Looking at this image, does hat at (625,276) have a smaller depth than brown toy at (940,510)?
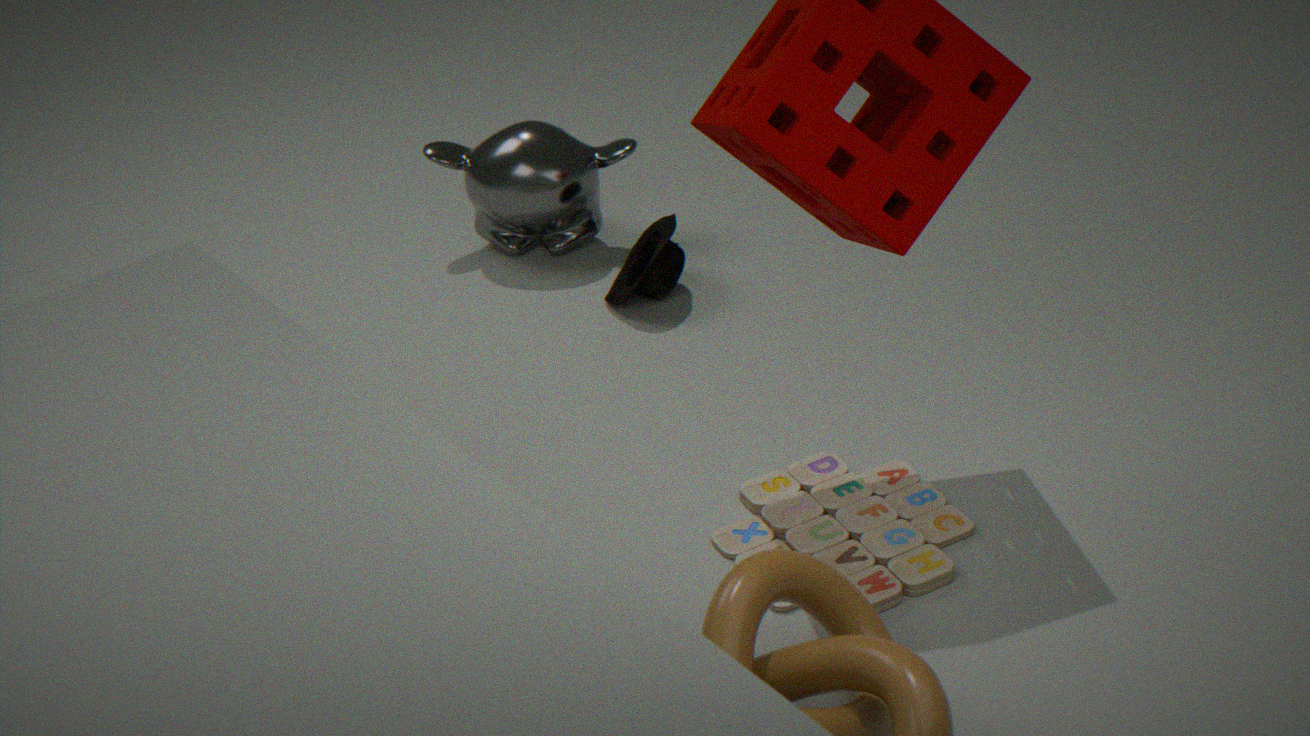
No
